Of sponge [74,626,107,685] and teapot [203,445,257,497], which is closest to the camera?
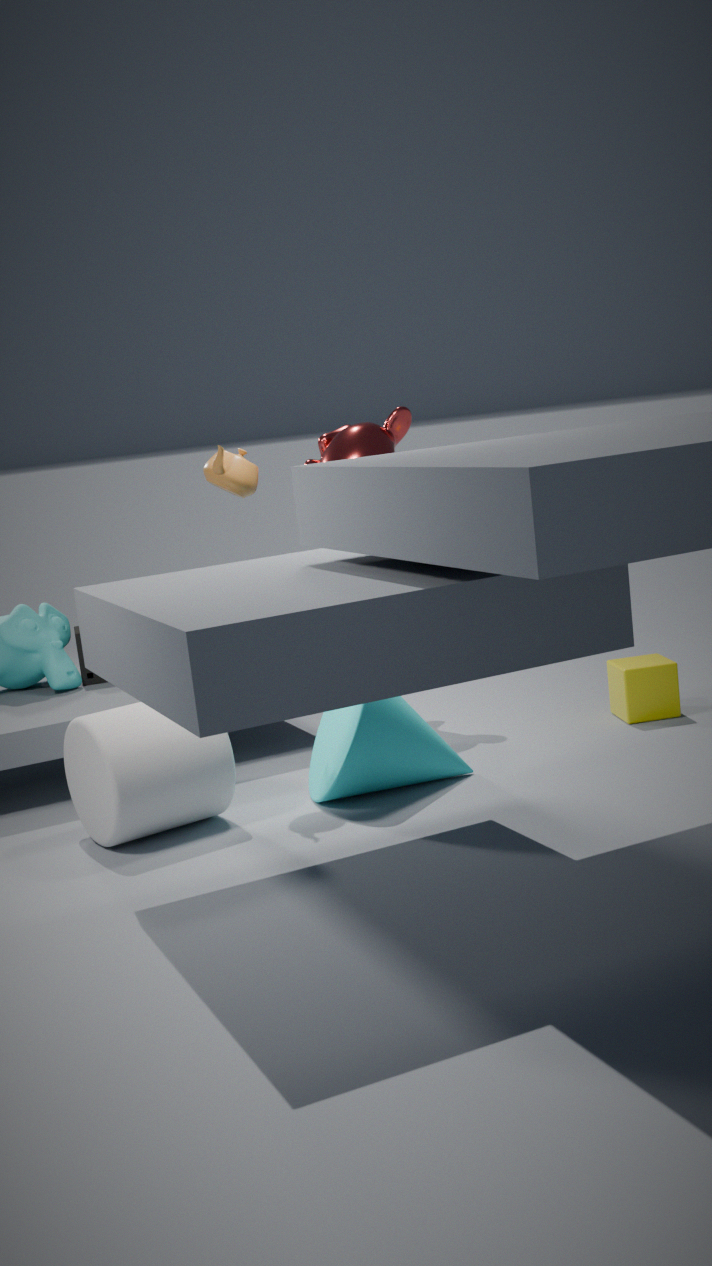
teapot [203,445,257,497]
